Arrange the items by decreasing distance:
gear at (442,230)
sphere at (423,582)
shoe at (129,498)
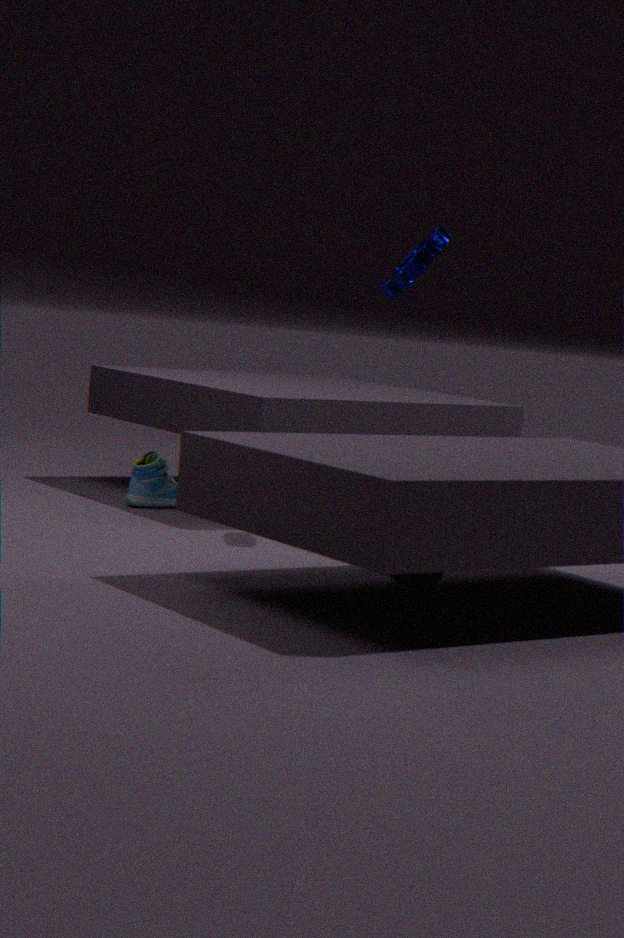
shoe at (129,498)
gear at (442,230)
sphere at (423,582)
